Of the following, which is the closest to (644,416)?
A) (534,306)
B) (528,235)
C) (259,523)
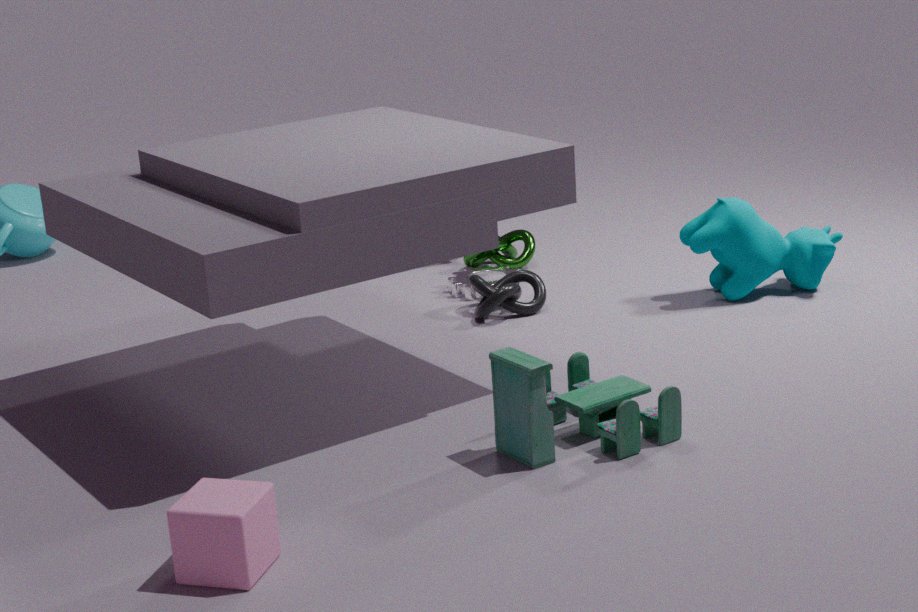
(259,523)
